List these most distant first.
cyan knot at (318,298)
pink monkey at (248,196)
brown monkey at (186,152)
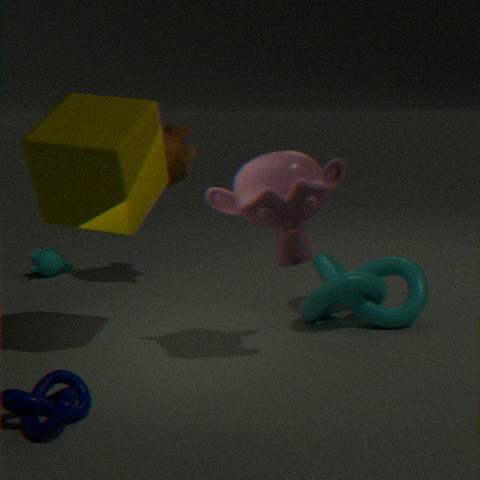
brown monkey at (186,152) < cyan knot at (318,298) < pink monkey at (248,196)
